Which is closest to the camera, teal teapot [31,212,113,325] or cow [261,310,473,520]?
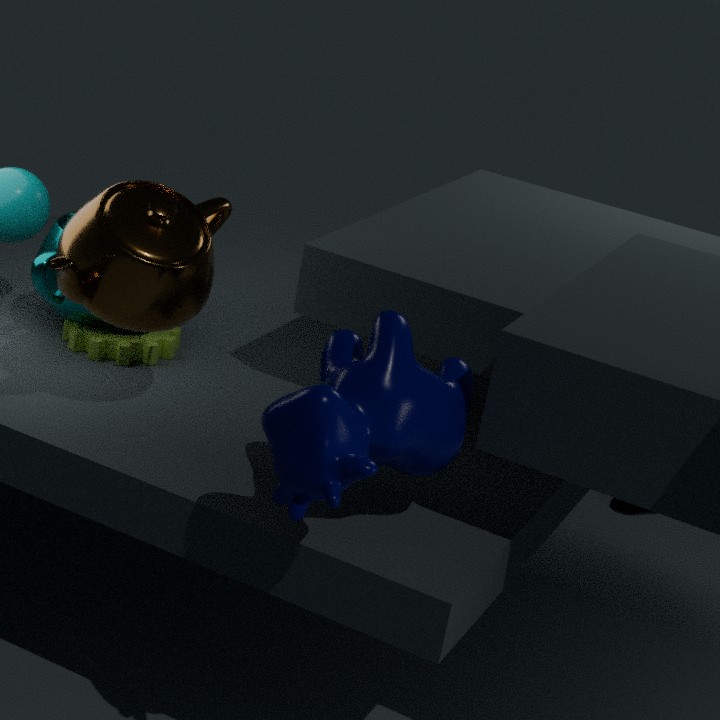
cow [261,310,473,520]
